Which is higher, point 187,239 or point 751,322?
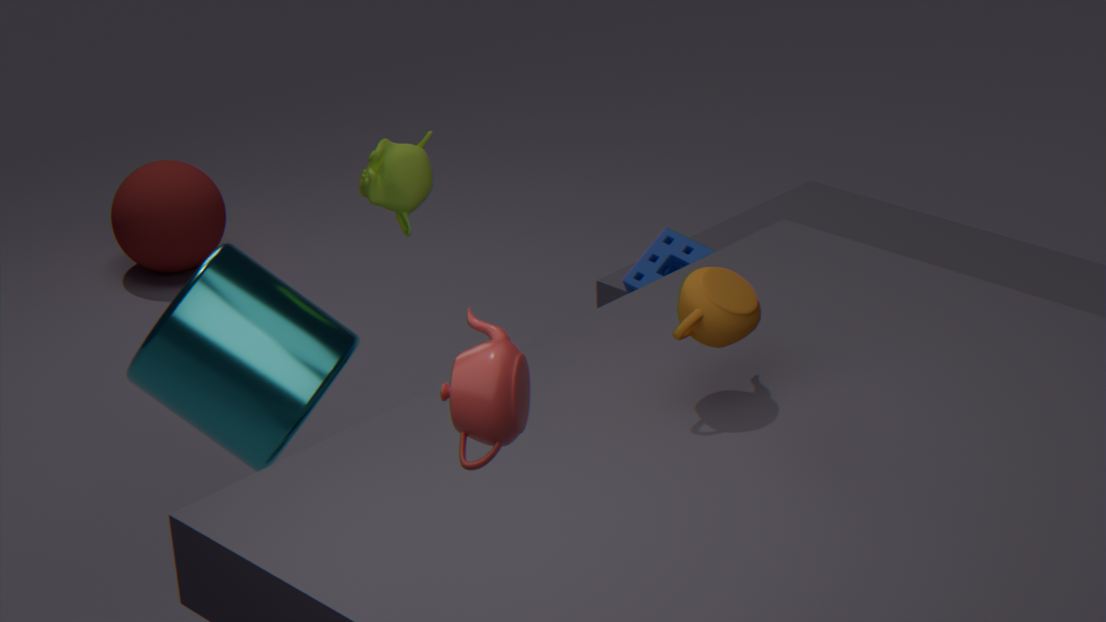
point 751,322
